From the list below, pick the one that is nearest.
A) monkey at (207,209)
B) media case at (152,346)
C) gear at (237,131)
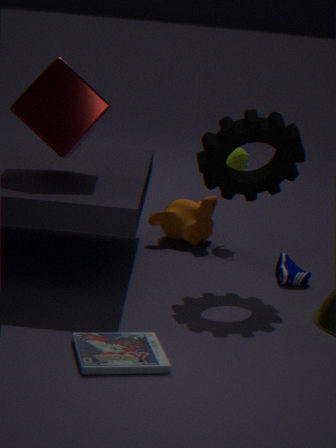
media case at (152,346)
